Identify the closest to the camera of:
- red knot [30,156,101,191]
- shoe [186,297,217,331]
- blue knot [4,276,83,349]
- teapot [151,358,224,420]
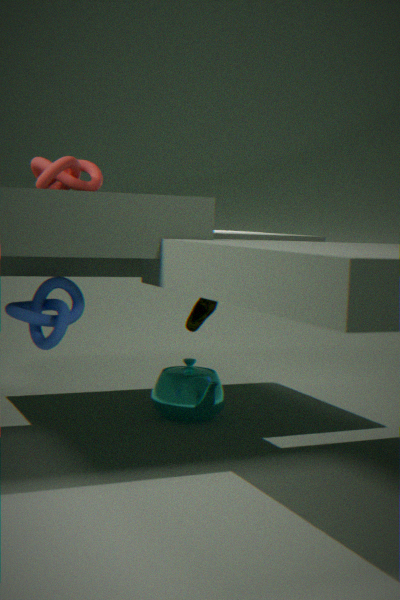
blue knot [4,276,83,349]
